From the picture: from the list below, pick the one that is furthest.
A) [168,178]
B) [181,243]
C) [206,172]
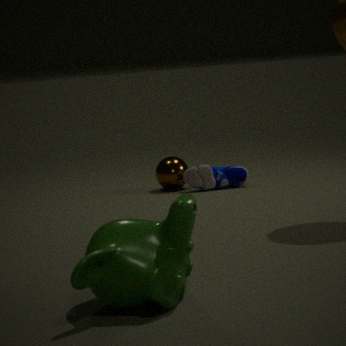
[168,178]
